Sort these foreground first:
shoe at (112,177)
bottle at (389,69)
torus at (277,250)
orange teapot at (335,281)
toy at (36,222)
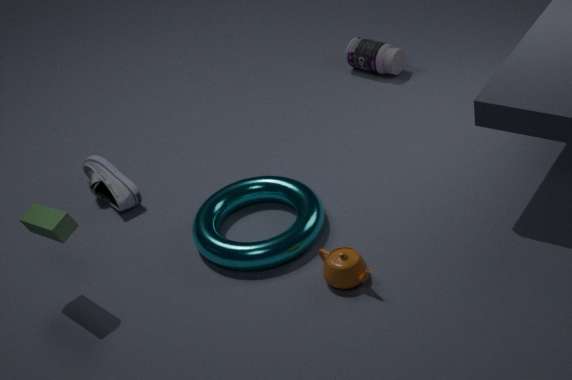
toy at (36,222) → orange teapot at (335,281) → torus at (277,250) → shoe at (112,177) → bottle at (389,69)
